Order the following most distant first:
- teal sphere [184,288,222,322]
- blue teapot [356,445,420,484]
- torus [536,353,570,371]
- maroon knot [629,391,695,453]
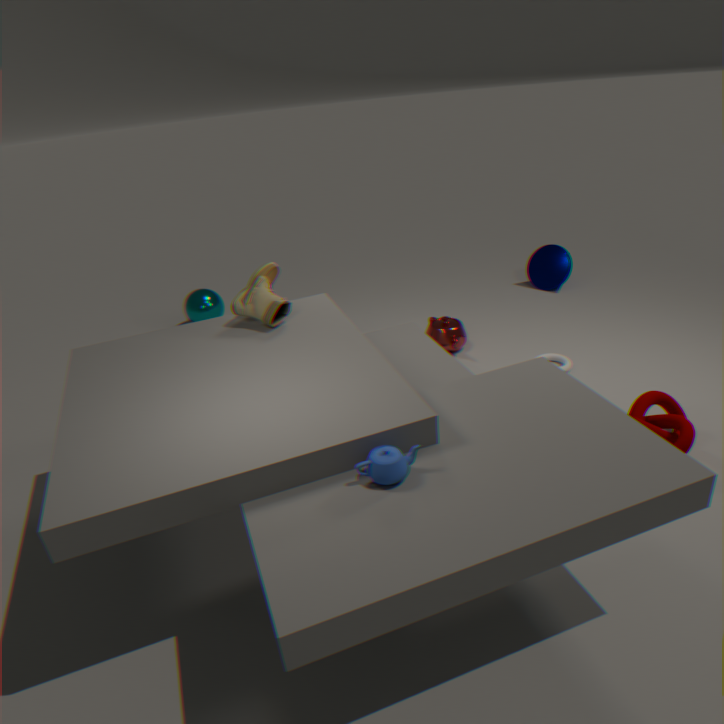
teal sphere [184,288,222,322] < torus [536,353,570,371] < maroon knot [629,391,695,453] < blue teapot [356,445,420,484]
